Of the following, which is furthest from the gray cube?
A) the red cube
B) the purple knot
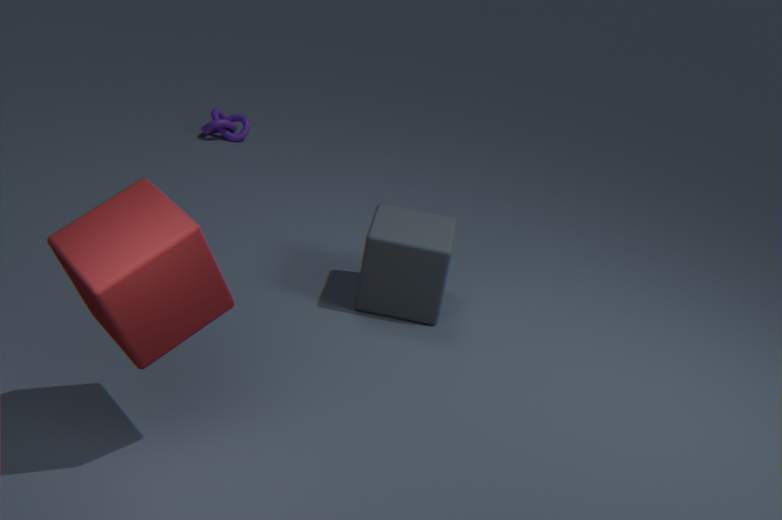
the purple knot
